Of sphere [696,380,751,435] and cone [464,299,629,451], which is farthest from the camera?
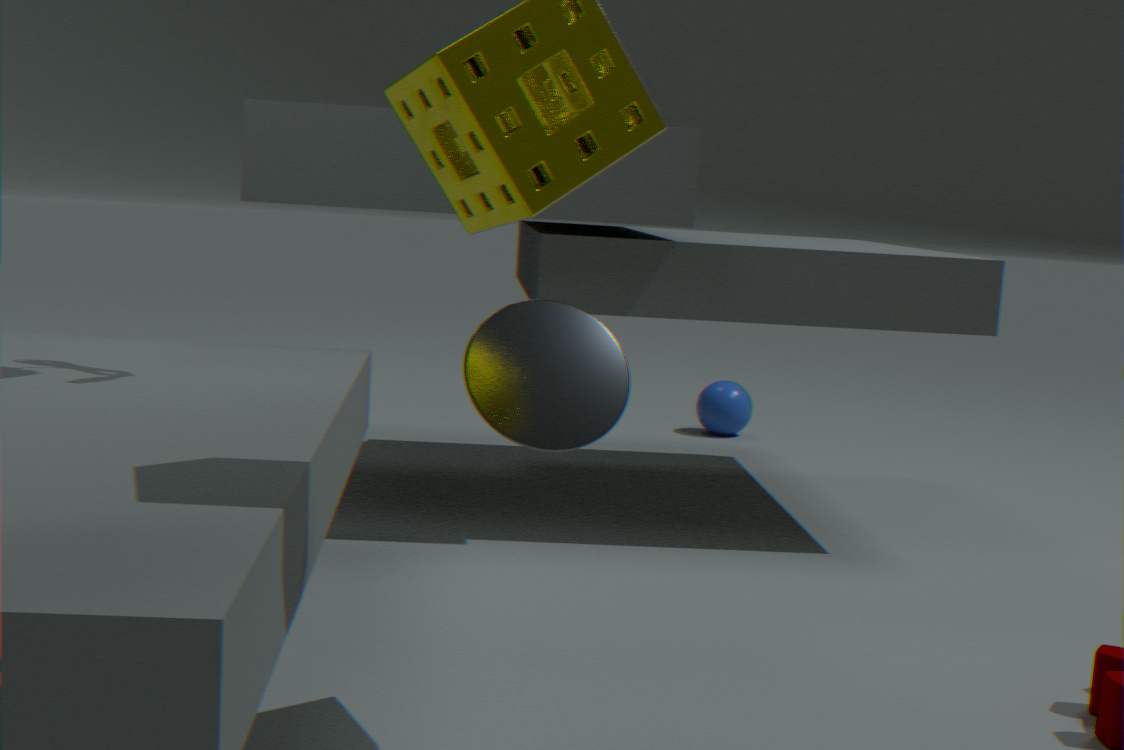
sphere [696,380,751,435]
